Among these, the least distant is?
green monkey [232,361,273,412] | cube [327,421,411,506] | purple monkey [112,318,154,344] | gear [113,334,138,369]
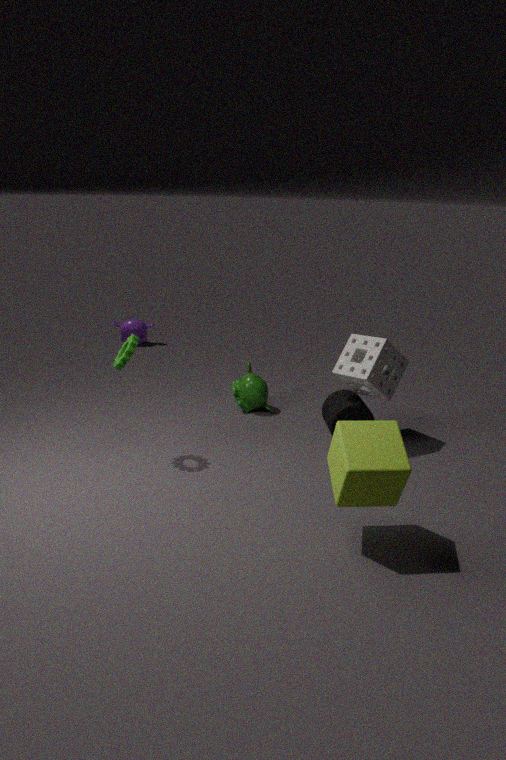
cube [327,421,411,506]
